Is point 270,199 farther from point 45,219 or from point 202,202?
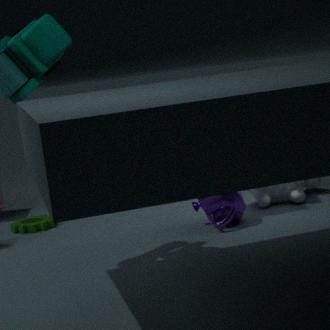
point 45,219
